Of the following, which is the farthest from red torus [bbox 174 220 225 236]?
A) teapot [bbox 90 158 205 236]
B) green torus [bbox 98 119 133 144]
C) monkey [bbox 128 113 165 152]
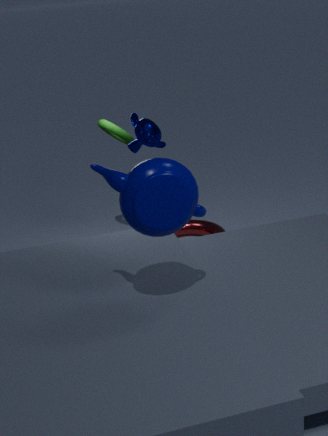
teapot [bbox 90 158 205 236]
